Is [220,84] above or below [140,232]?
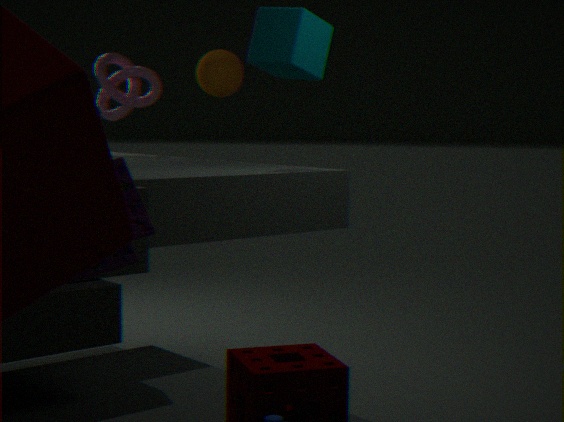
above
